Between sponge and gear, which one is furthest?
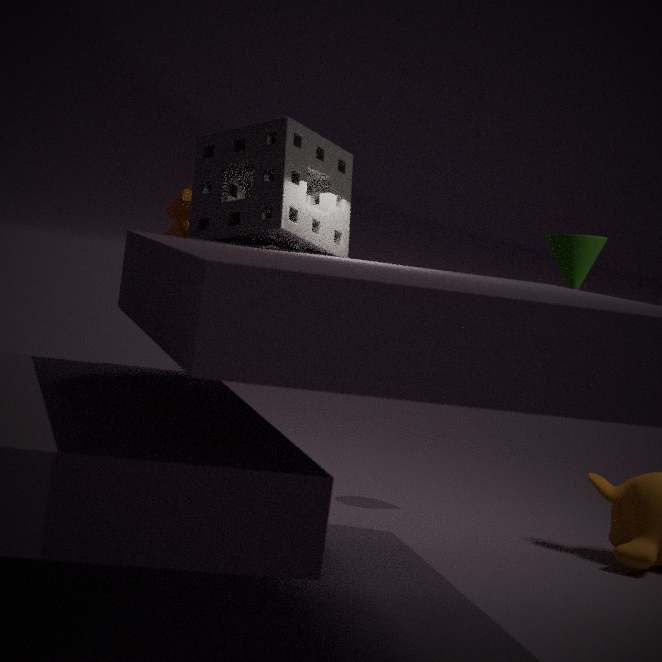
gear
